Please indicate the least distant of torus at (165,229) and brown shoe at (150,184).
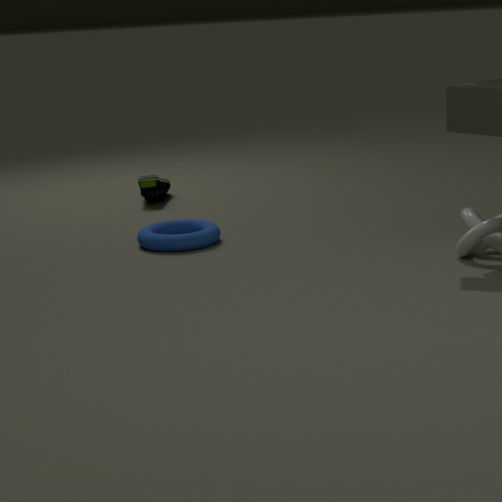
torus at (165,229)
